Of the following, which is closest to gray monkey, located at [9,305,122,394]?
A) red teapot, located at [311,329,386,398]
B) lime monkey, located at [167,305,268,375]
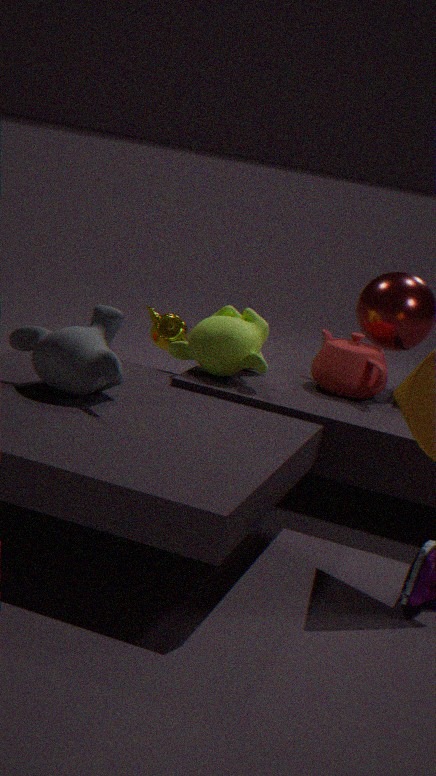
lime monkey, located at [167,305,268,375]
